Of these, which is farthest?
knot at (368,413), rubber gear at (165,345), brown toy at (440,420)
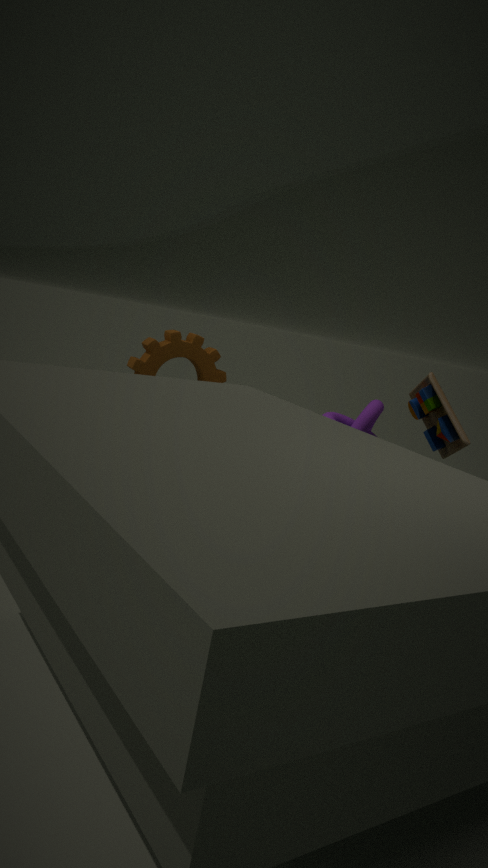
knot at (368,413)
